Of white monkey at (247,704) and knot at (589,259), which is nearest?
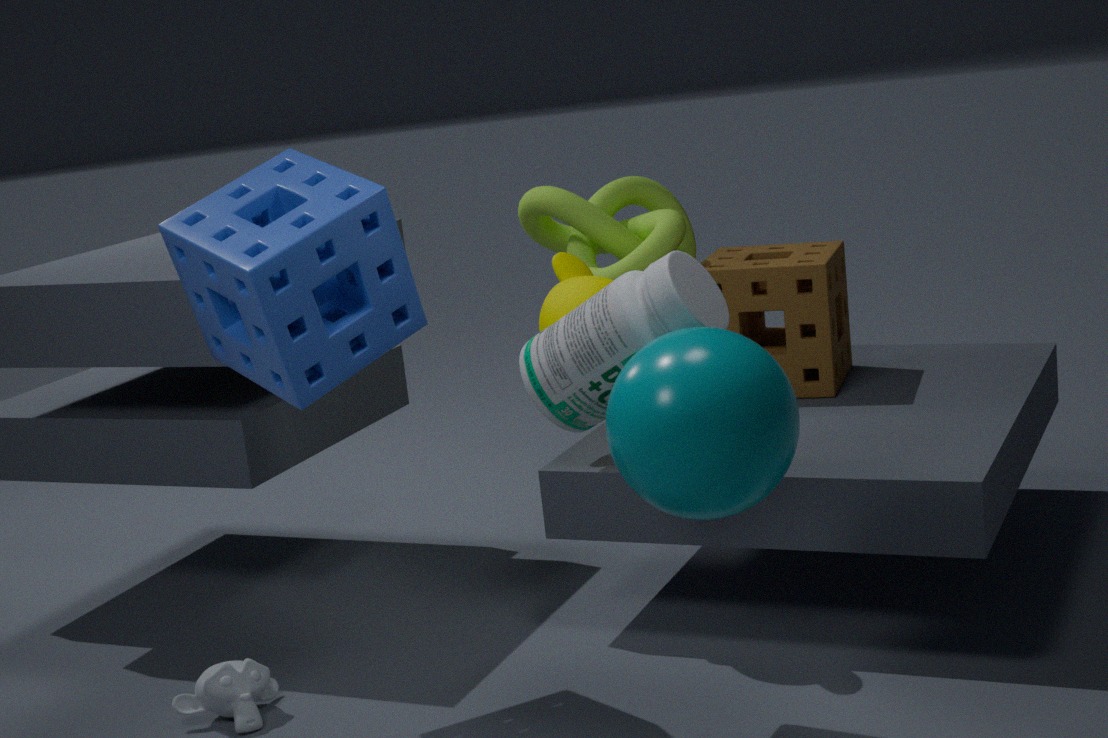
white monkey at (247,704)
